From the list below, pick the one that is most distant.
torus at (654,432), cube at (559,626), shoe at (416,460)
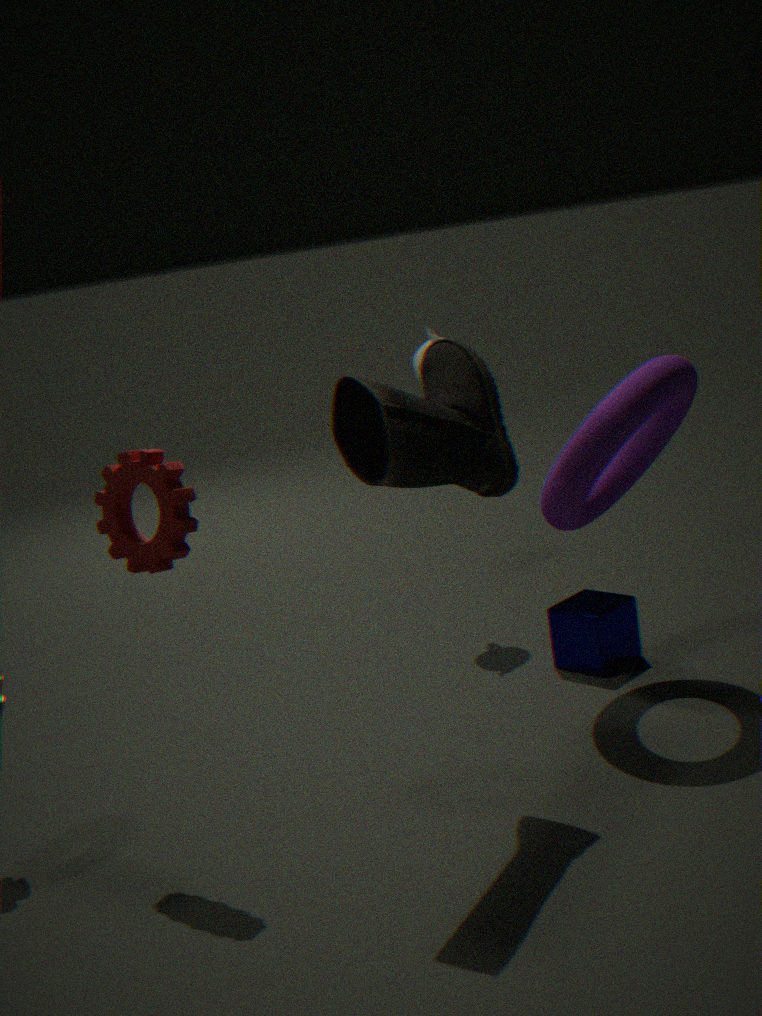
cube at (559,626)
